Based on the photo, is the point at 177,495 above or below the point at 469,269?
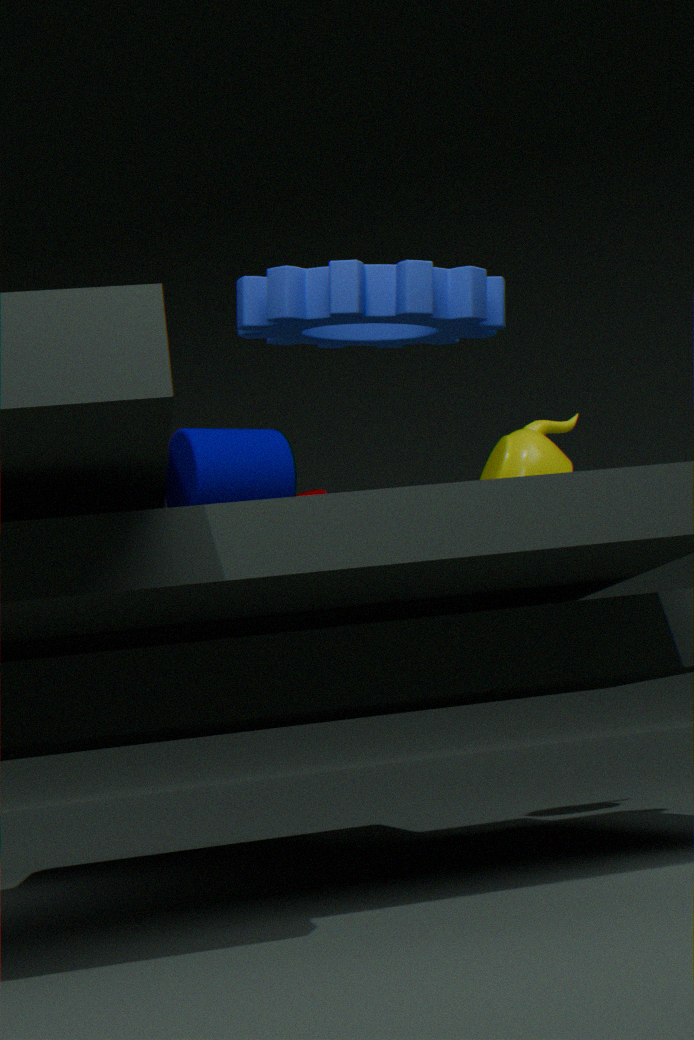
below
